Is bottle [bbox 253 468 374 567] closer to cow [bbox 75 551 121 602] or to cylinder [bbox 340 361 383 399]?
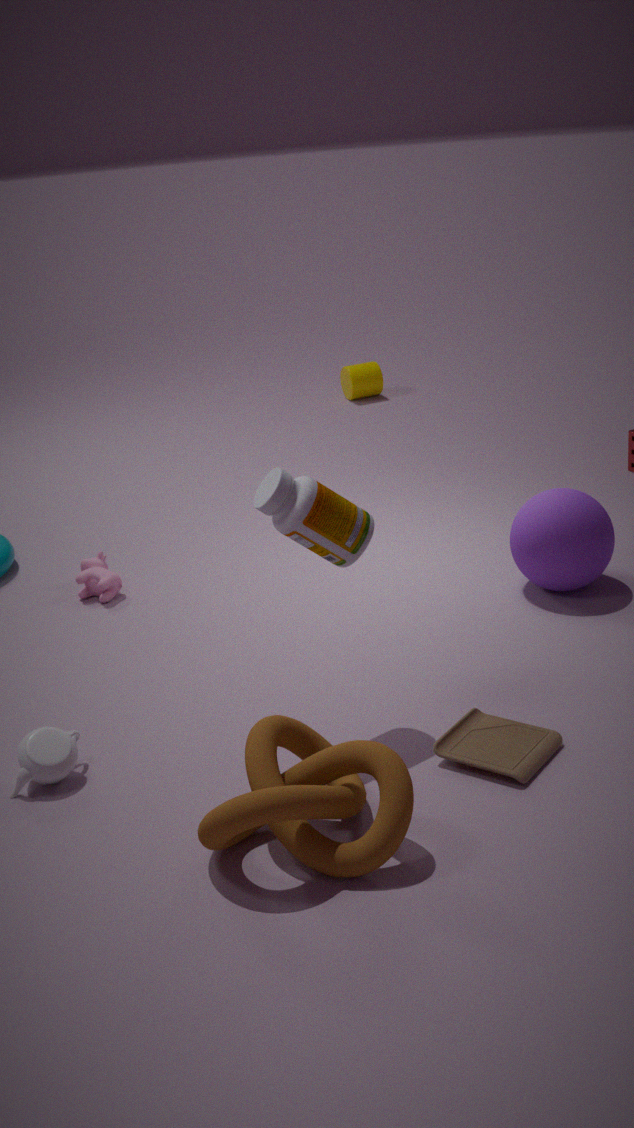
cow [bbox 75 551 121 602]
